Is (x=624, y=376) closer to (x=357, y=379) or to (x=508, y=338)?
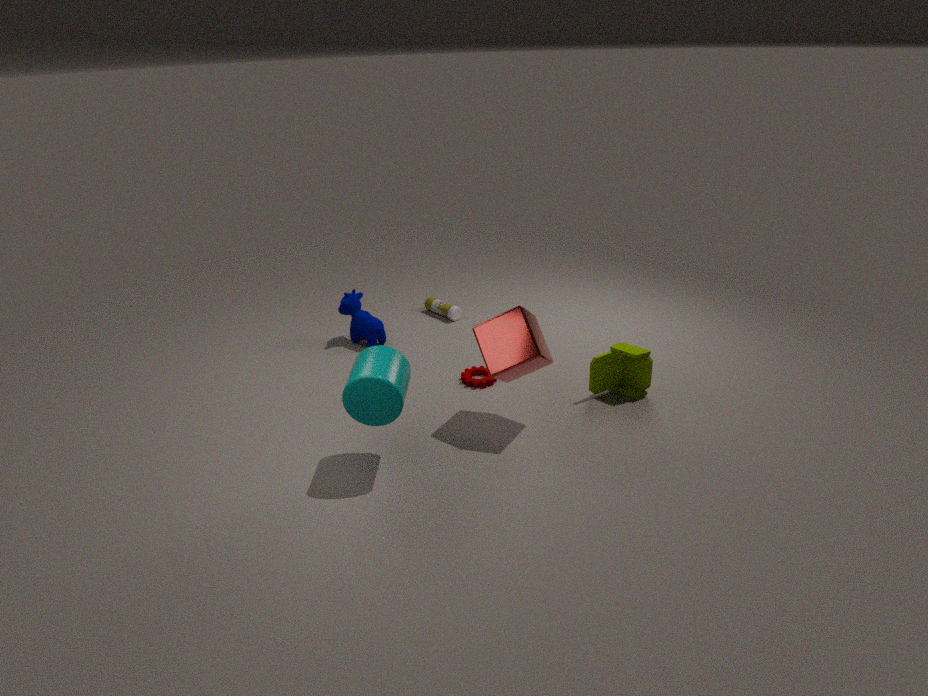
(x=508, y=338)
